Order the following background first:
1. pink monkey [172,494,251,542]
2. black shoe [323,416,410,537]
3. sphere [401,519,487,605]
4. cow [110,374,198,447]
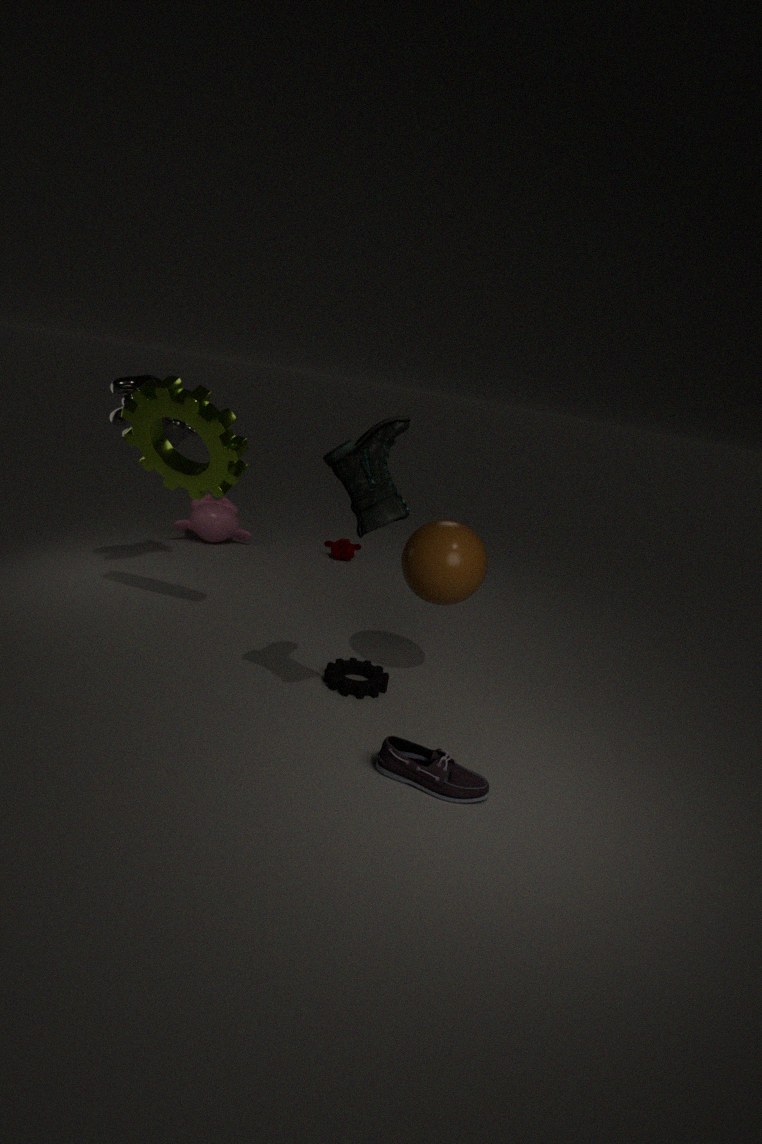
1. pink monkey [172,494,251,542]
2. cow [110,374,198,447]
3. sphere [401,519,487,605]
4. black shoe [323,416,410,537]
